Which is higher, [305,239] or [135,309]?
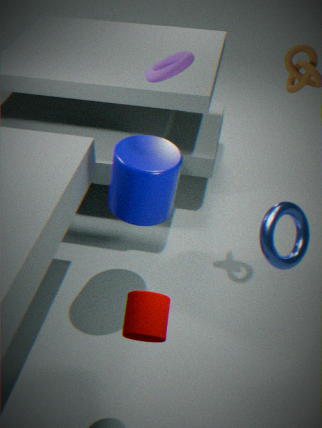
[305,239]
